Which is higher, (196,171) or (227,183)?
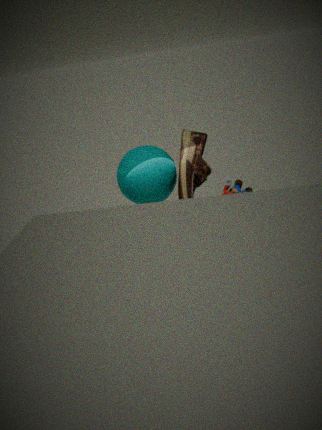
(196,171)
